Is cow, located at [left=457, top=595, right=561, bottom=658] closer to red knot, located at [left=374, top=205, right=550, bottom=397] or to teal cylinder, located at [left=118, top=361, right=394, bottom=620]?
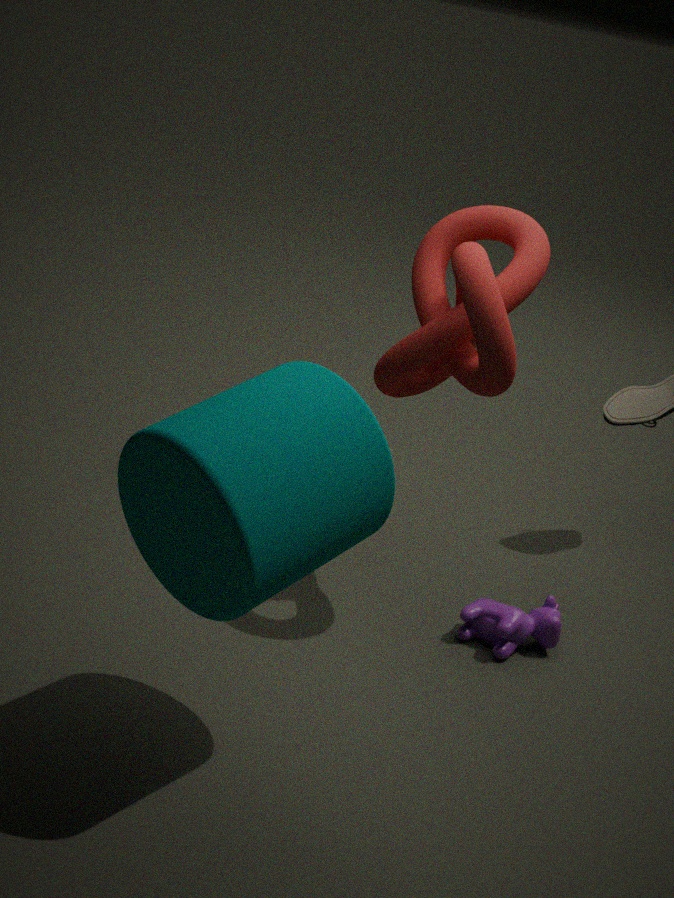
red knot, located at [left=374, top=205, right=550, bottom=397]
